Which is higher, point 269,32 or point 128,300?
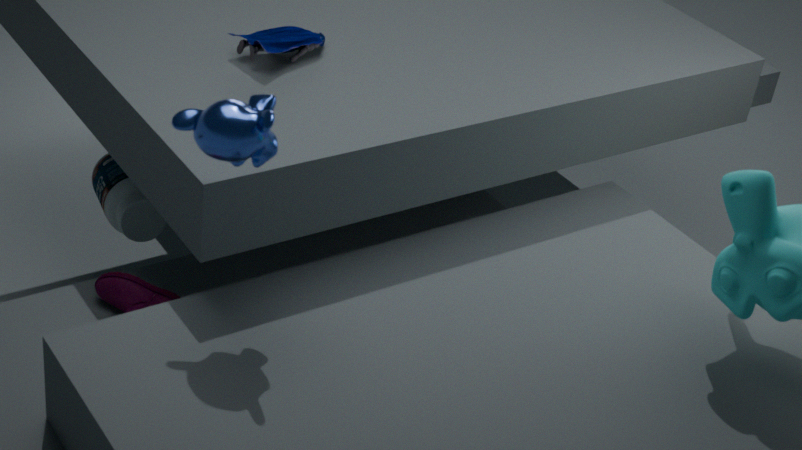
point 269,32
